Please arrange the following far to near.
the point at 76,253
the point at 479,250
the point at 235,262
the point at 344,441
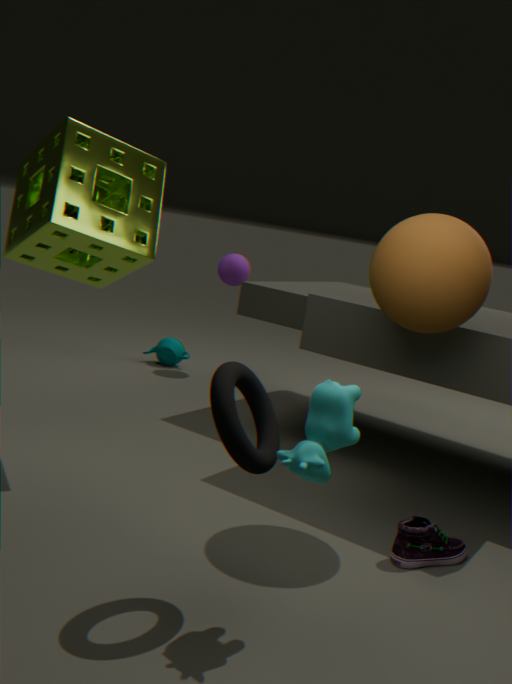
the point at 235,262
the point at 76,253
the point at 479,250
the point at 344,441
